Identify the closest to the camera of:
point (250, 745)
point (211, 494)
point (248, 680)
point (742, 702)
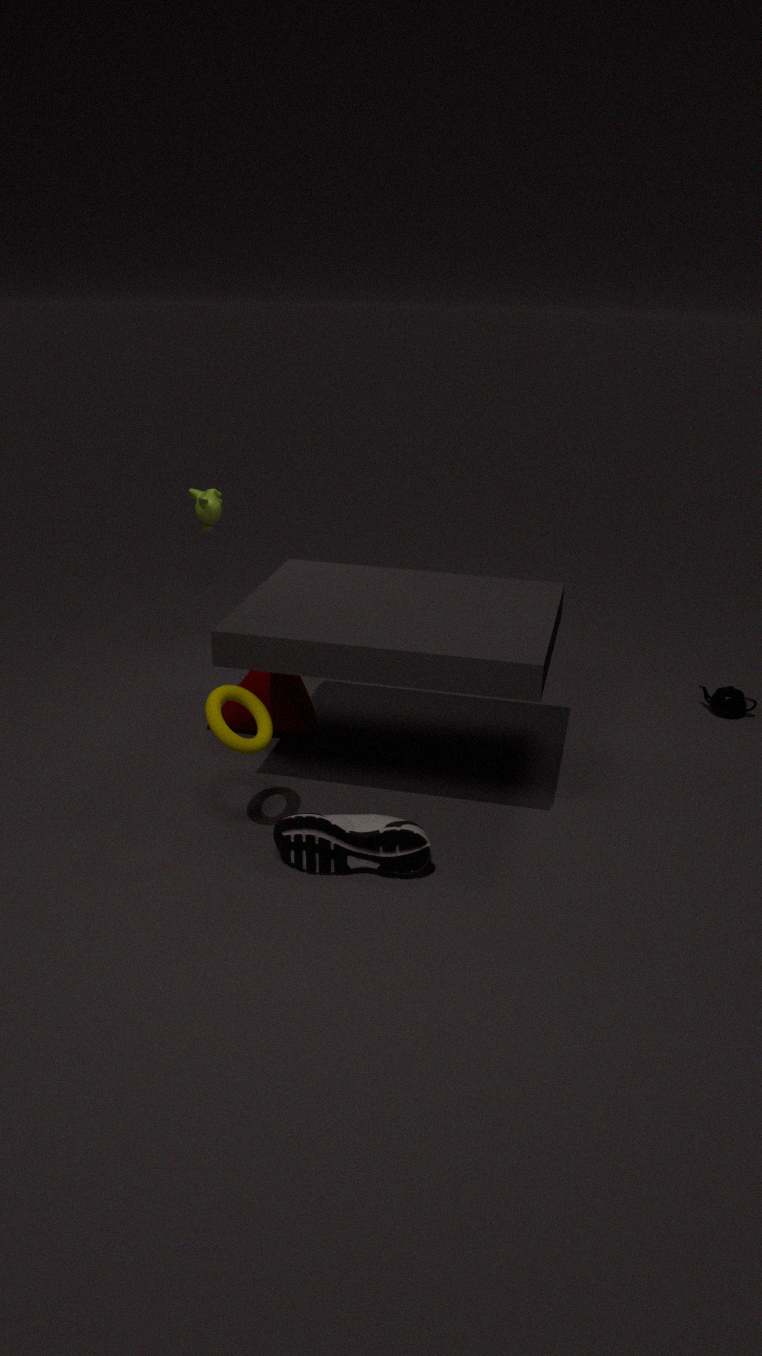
point (250, 745)
